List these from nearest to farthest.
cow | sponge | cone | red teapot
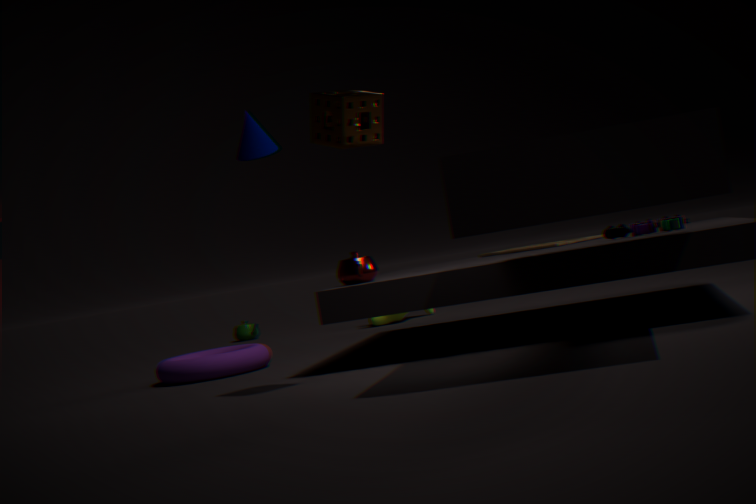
sponge
red teapot
cone
cow
